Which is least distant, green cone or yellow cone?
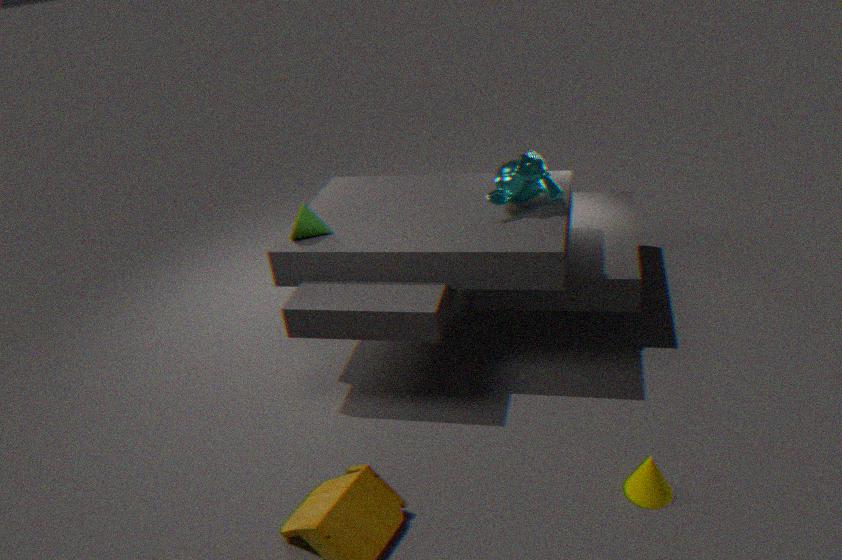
yellow cone
